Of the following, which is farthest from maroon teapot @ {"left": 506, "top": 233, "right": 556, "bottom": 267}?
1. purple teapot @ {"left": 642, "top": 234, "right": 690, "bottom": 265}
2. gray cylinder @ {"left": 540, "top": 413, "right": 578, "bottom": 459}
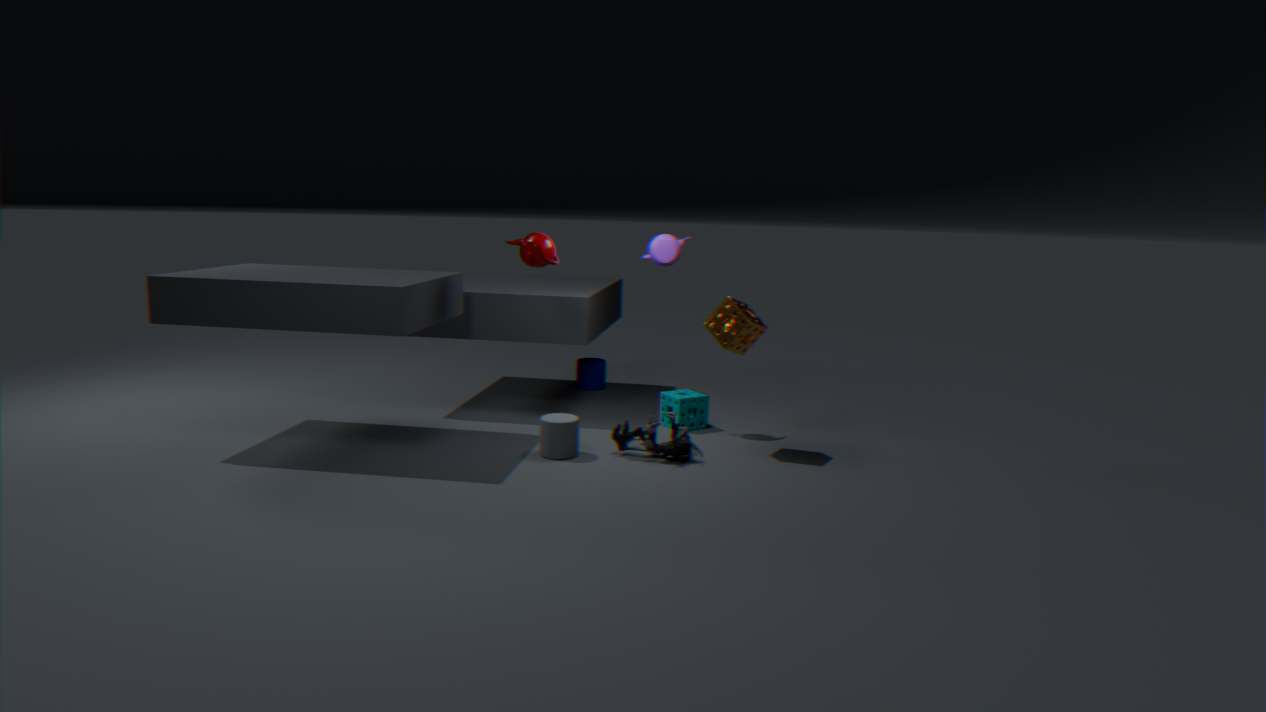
gray cylinder @ {"left": 540, "top": 413, "right": 578, "bottom": 459}
